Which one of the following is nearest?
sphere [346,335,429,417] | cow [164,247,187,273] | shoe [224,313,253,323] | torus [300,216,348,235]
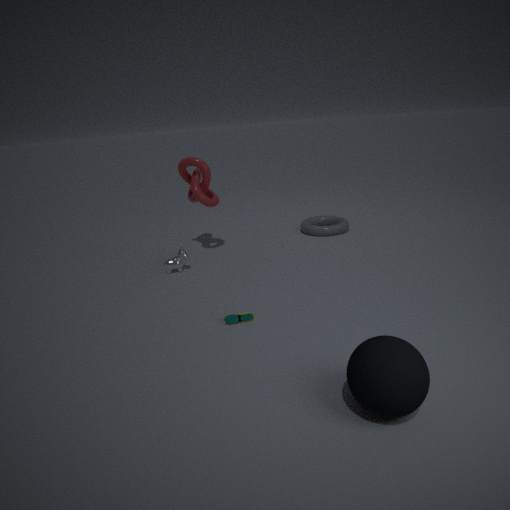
sphere [346,335,429,417]
